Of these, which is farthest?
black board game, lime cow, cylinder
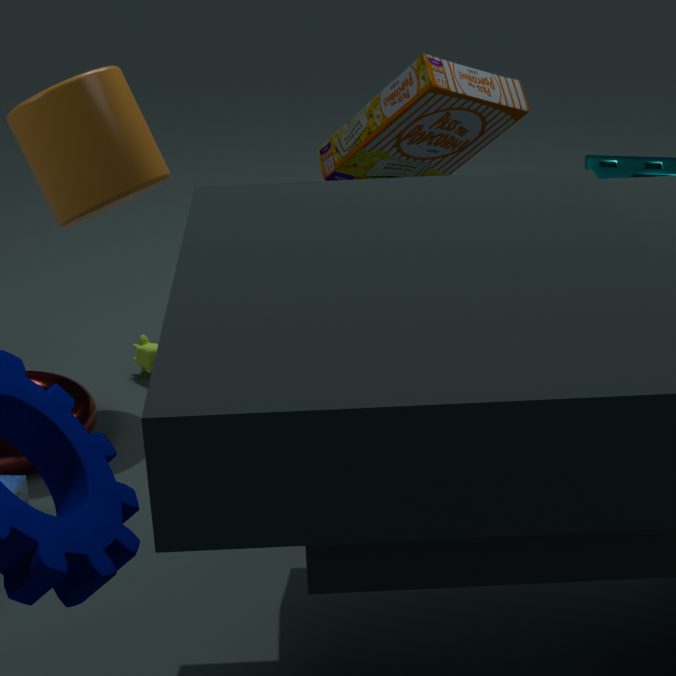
lime cow
